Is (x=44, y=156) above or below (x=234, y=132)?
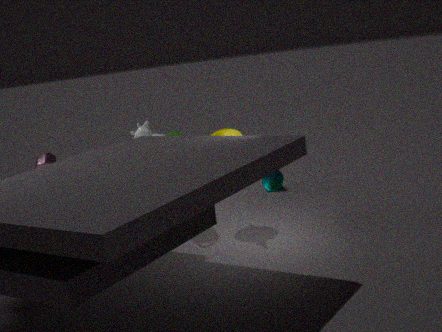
below
